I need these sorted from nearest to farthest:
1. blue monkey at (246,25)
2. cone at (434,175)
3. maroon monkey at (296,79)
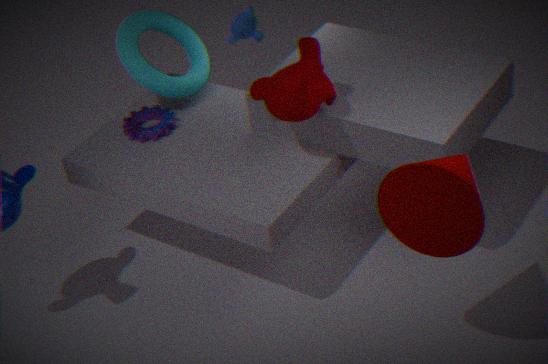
cone at (434,175) < maroon monkey at (296,79) < blue monkey at (246,25)
